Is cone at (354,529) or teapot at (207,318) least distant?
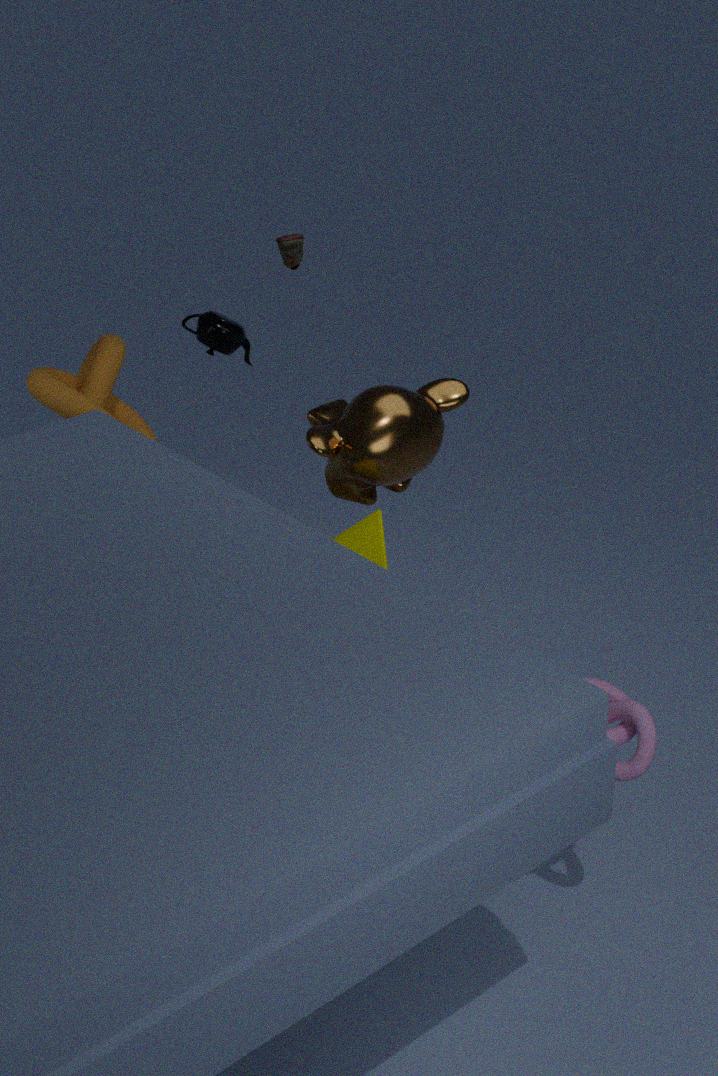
cone at (354,529)
